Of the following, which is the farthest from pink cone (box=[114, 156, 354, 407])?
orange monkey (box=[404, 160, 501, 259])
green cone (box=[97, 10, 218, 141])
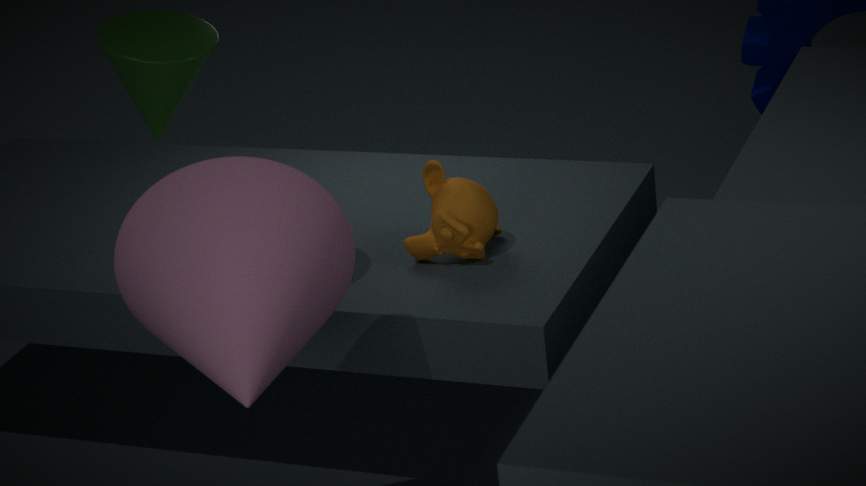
orange monkey (box=[404, 160, 501, 259])
